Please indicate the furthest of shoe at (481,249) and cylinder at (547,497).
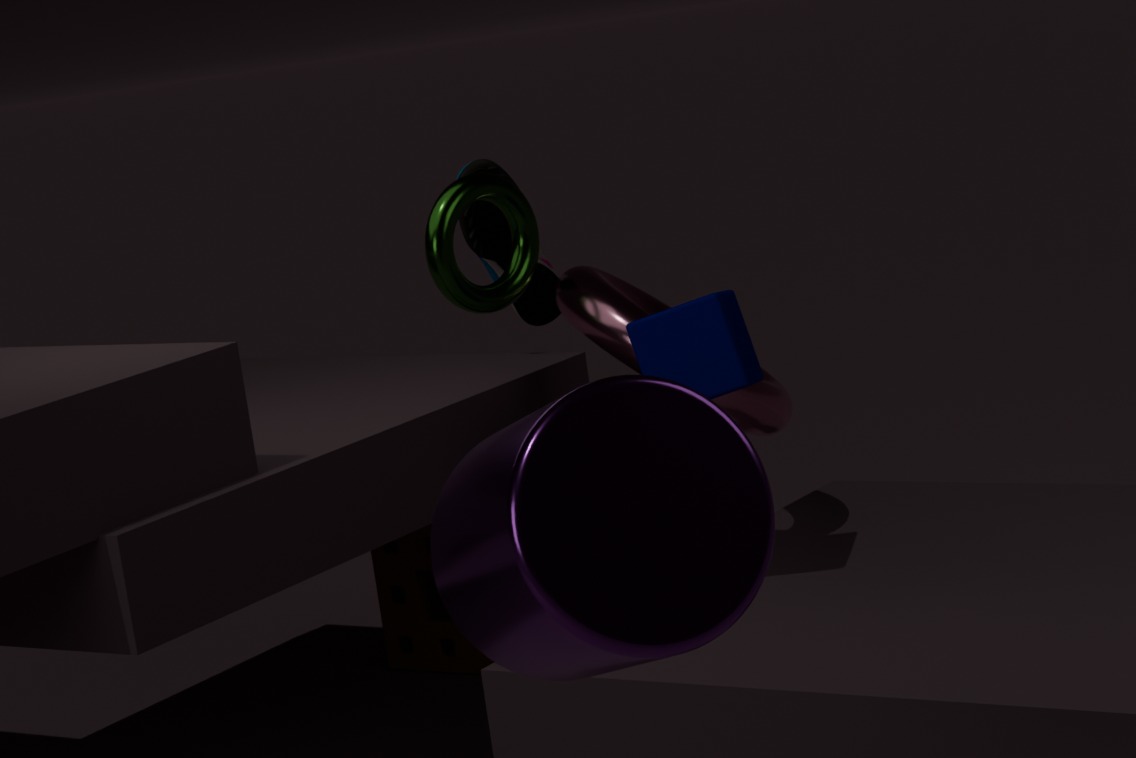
shoe at (481,249)
